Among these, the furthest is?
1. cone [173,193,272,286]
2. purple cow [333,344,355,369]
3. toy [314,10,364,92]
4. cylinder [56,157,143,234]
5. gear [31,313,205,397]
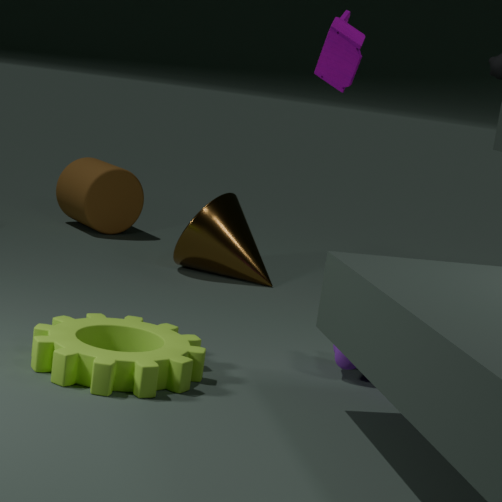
cylinder [56,157,143,234]
